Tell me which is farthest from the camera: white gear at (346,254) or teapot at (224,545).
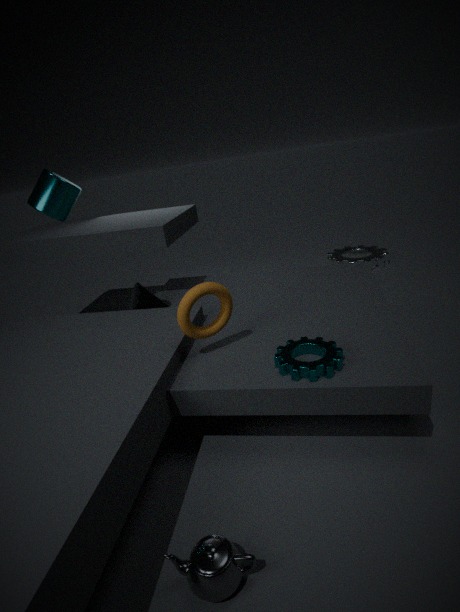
white gear at (346,254)
